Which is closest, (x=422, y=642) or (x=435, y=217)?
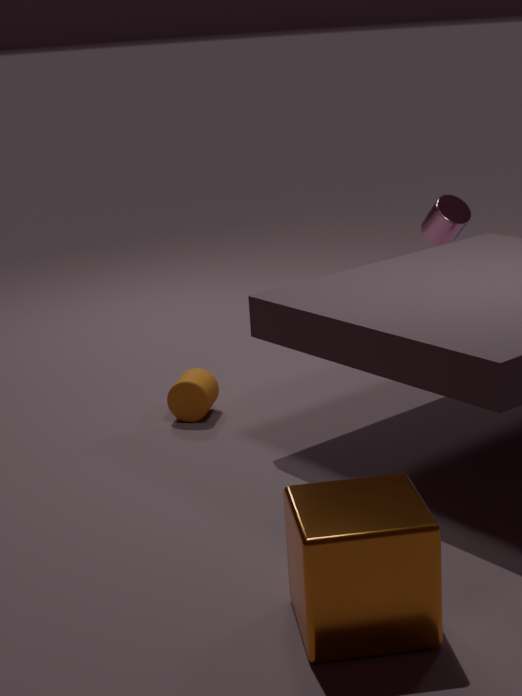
(x=422, y=642)
